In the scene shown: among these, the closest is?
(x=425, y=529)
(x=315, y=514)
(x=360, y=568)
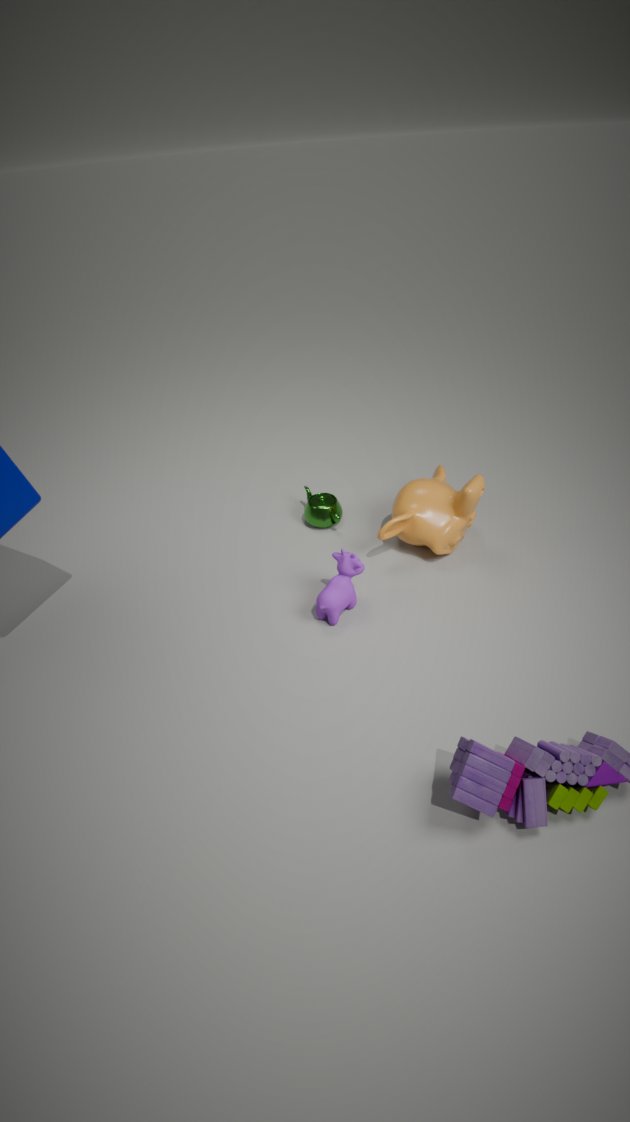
(x=360, y=568)
